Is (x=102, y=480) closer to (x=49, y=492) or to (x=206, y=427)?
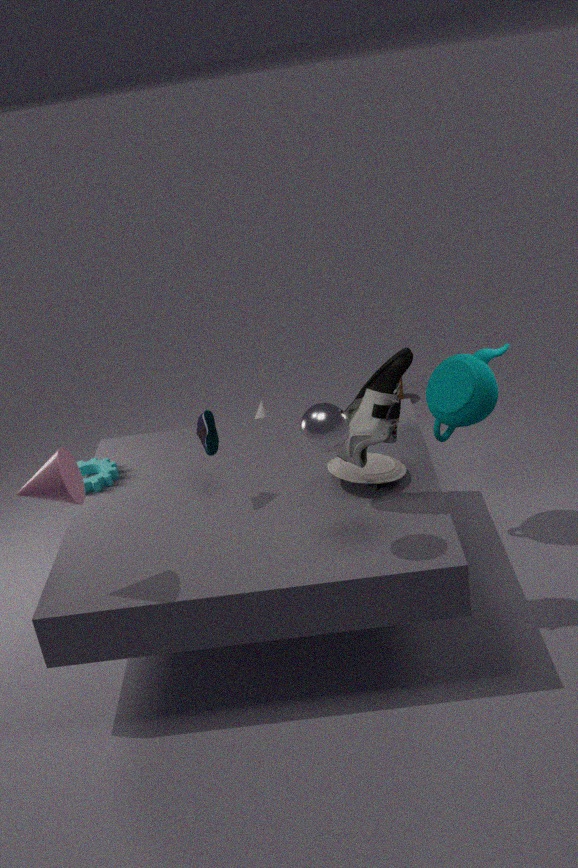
(x=206, y=427)
